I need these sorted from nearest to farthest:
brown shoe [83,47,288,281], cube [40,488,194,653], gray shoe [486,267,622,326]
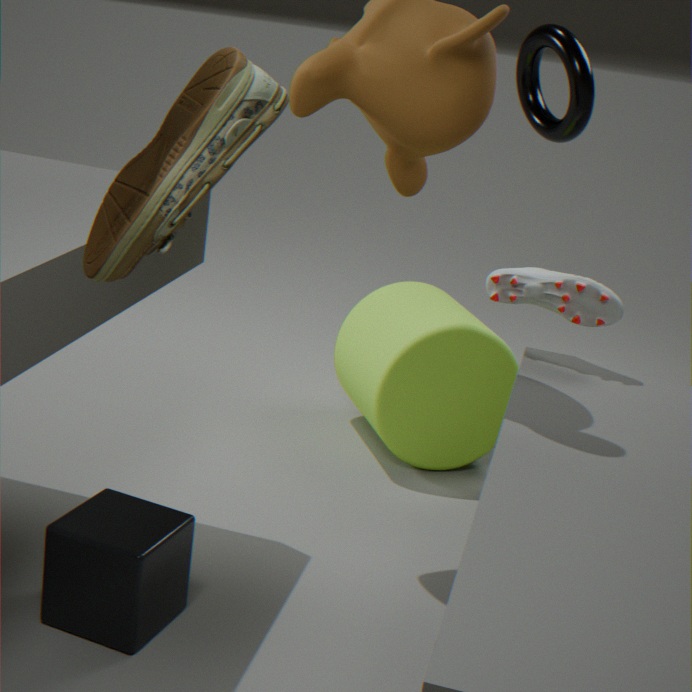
1. brown shoe [83,47,288,281]
2. cube [40,488,194,653]
3. gray shoe [486,267,622,326]
